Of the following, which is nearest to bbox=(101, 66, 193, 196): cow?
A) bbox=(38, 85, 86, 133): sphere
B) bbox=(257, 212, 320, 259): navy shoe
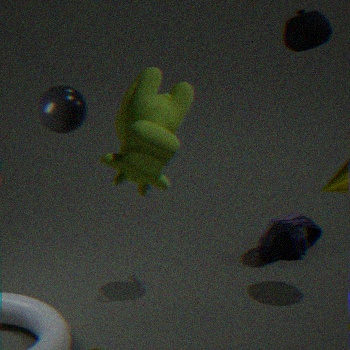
bbox=(38, 85, 86, 133): sphere
